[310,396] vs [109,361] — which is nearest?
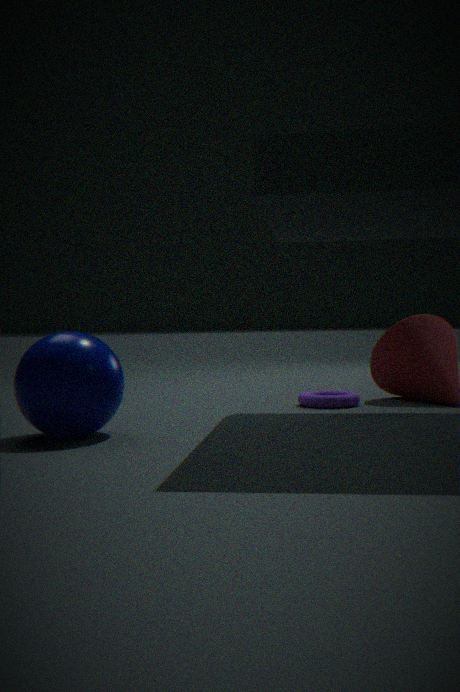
[109,361]
